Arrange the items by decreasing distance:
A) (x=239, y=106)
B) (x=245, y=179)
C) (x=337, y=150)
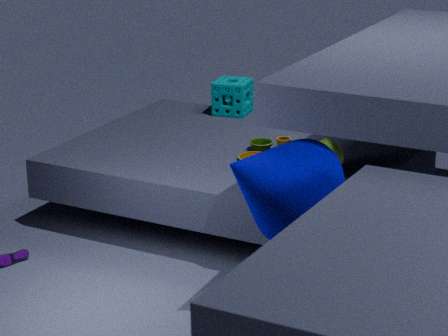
(x=239, y=106), (x=337, y=150), (x=245, y=179)
